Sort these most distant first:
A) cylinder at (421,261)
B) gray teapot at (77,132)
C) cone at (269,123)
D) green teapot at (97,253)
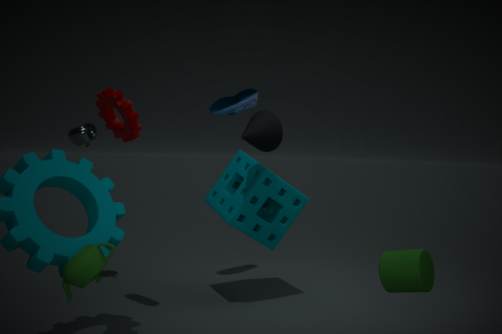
gray teapot at (77,132), cone at (269,123), cylinder at (421,261), green teapot at (97,253)
